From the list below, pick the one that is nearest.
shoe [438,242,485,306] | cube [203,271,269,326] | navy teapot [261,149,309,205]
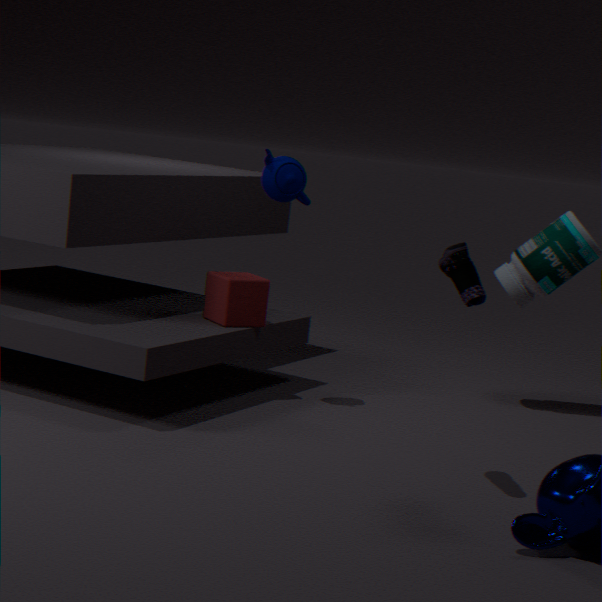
shoe [438,242,485,306]
